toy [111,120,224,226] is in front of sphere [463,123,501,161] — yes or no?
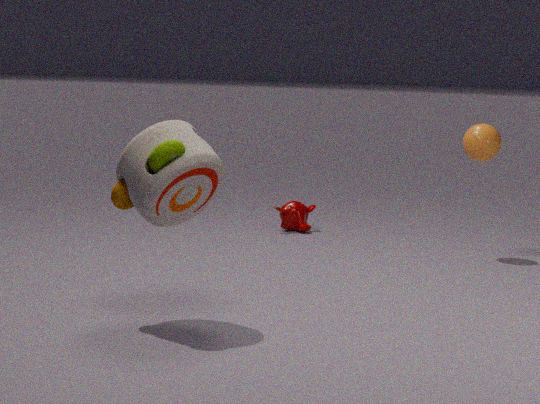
Yes
